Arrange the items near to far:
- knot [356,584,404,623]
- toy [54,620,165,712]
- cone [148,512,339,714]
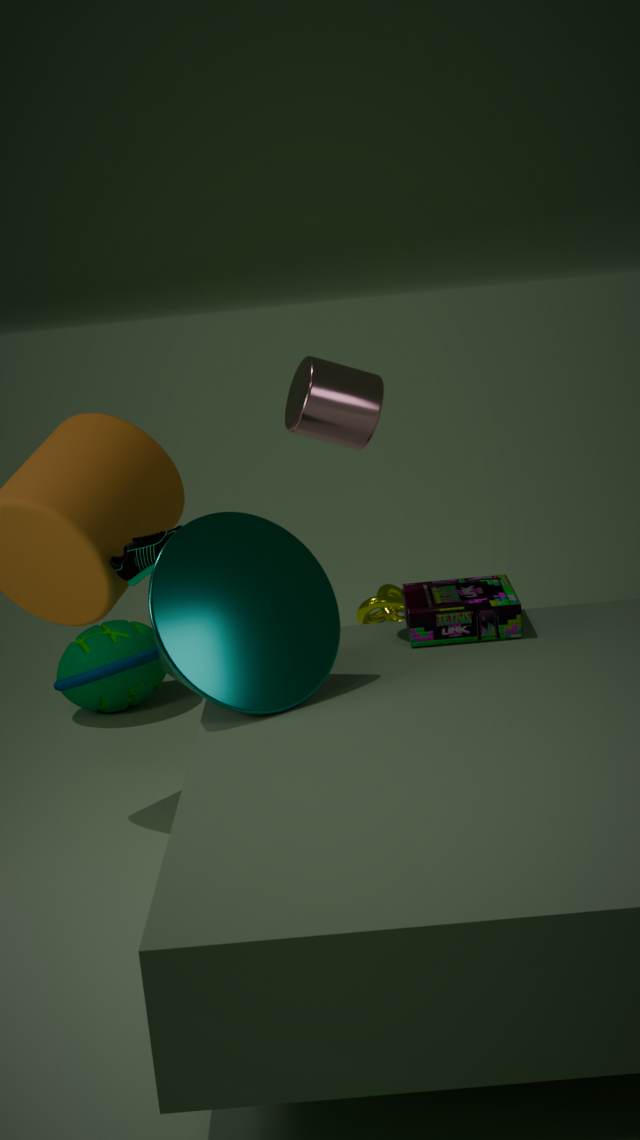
cone [148,512,339,714], toy [54,620,165,712], knot [356,584,404,623]
